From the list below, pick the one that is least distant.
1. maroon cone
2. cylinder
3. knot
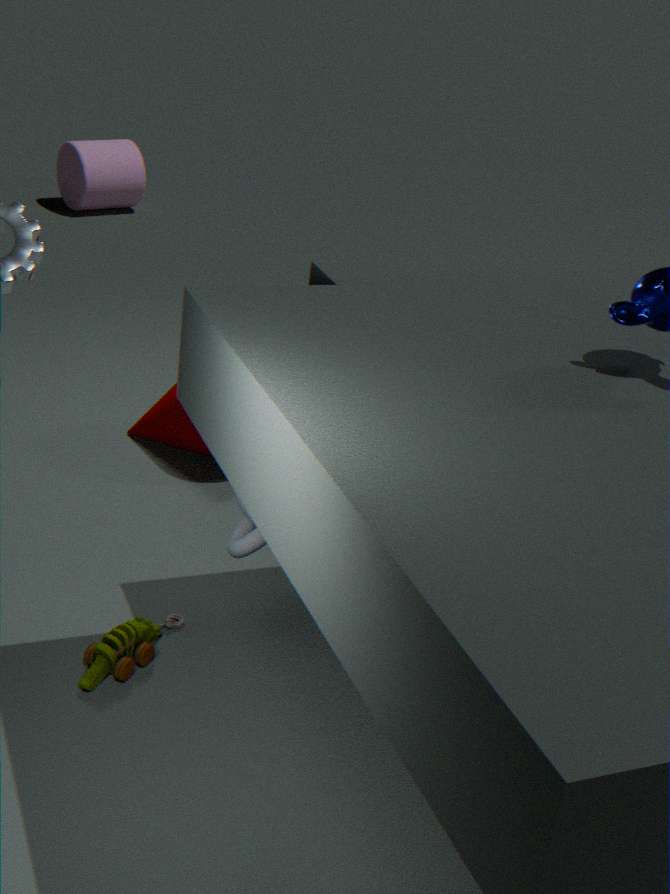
knot
